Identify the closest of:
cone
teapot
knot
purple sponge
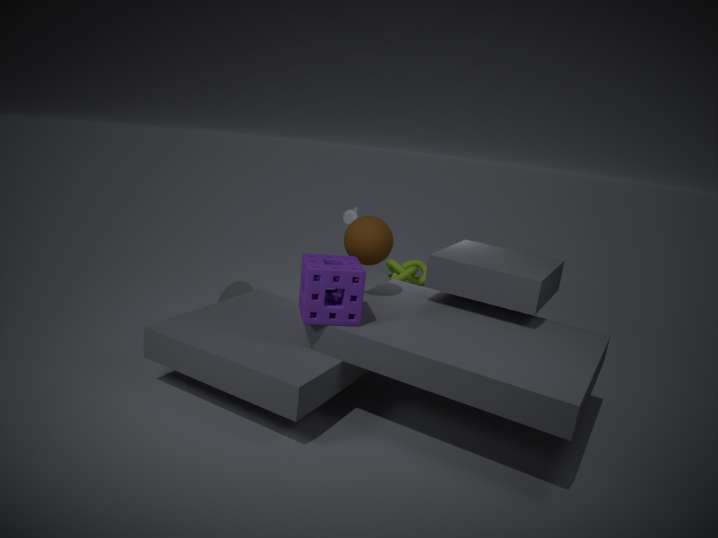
purple sponge
